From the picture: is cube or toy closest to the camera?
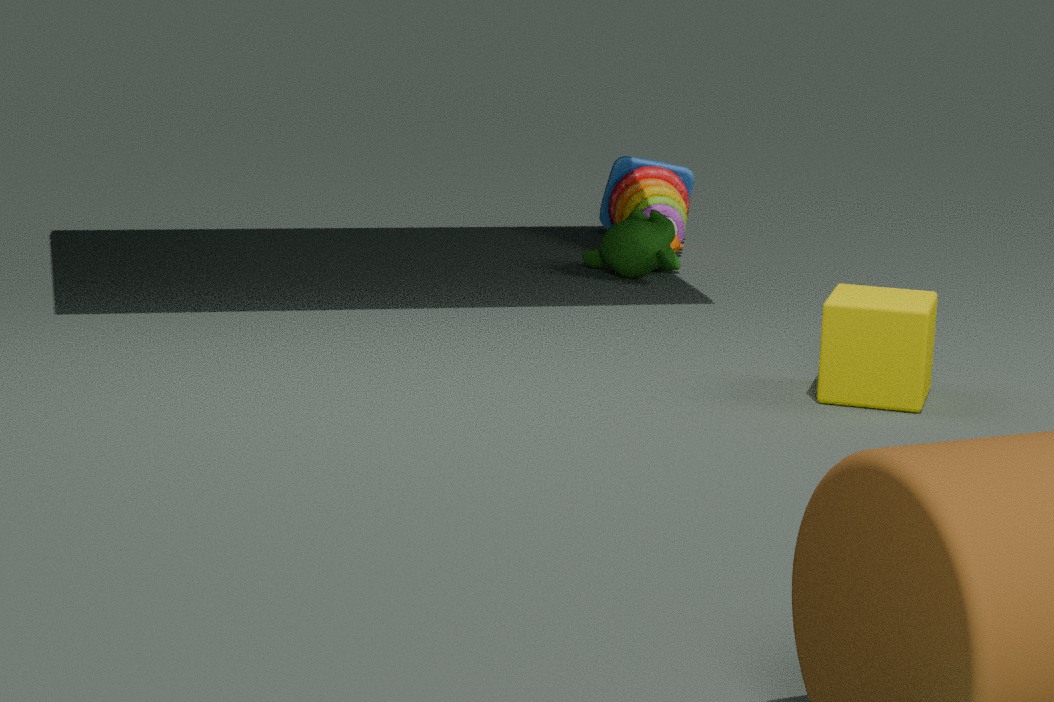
cube
